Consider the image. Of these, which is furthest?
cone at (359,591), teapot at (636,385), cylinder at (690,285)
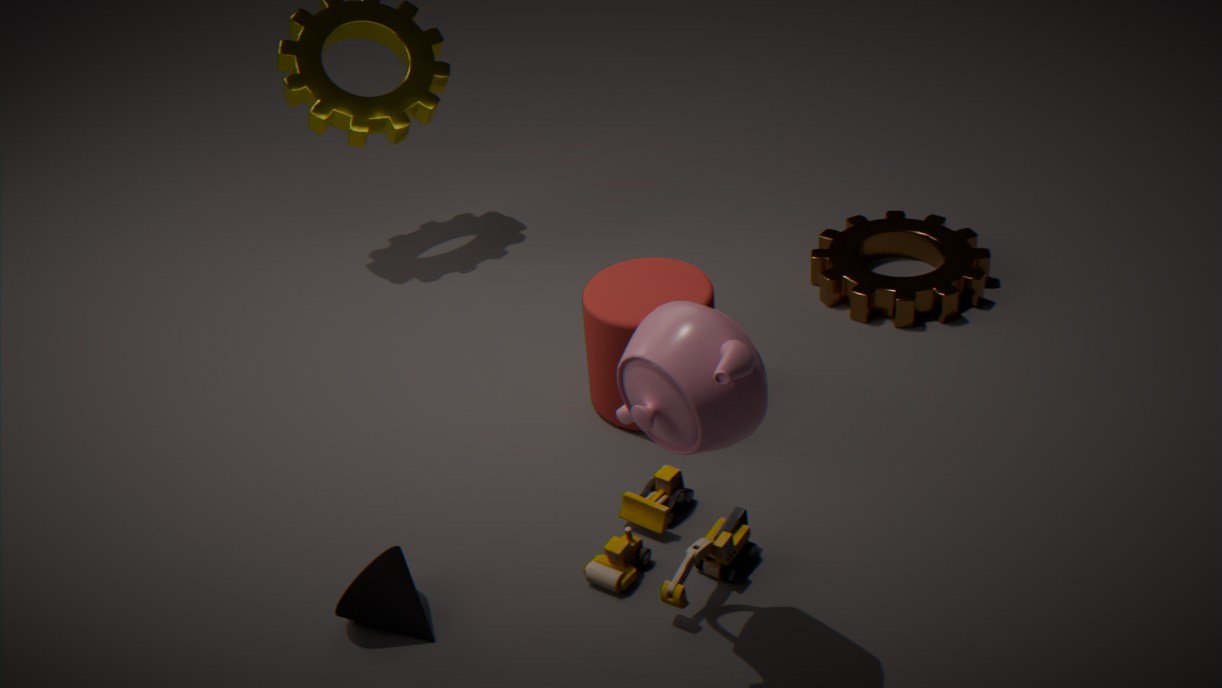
cylinder at (690,285)
